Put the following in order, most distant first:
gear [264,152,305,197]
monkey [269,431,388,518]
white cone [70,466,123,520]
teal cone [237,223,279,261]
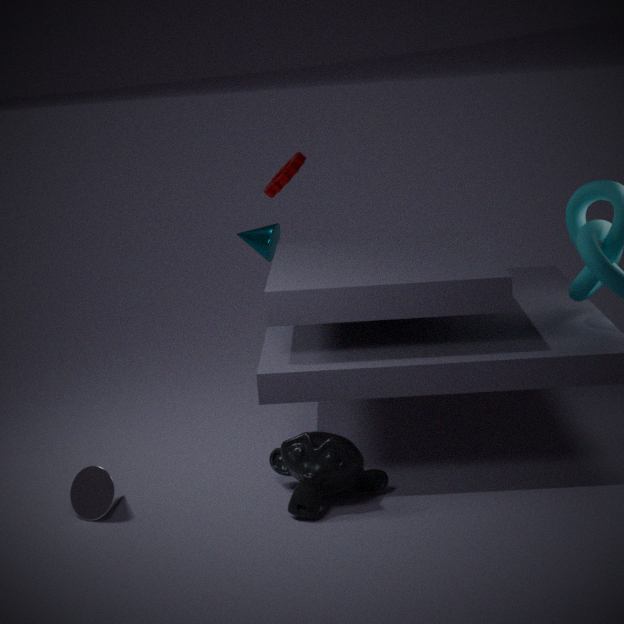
teal cone [237,223,279,261] → gear [264,152,305,197] → white cone [70,466,123,520] → monkey [269,431,388,518]
